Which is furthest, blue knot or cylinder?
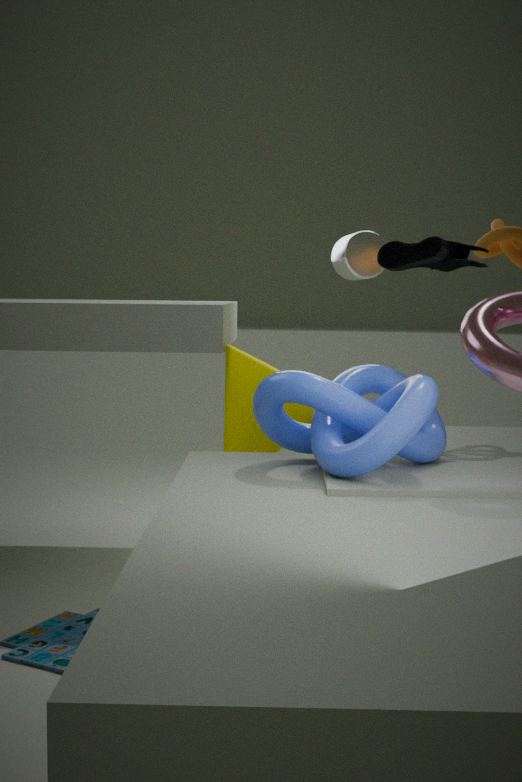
cylinder
